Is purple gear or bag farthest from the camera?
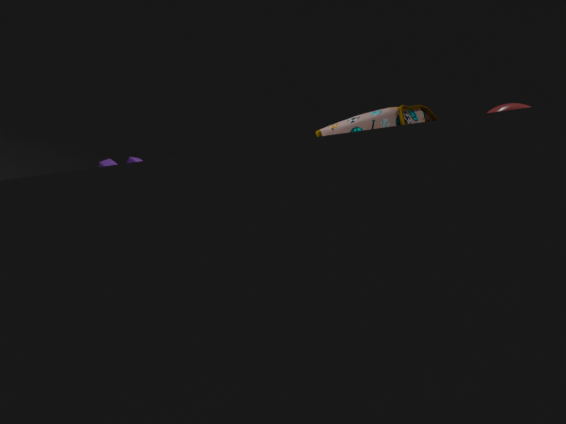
purple gear
